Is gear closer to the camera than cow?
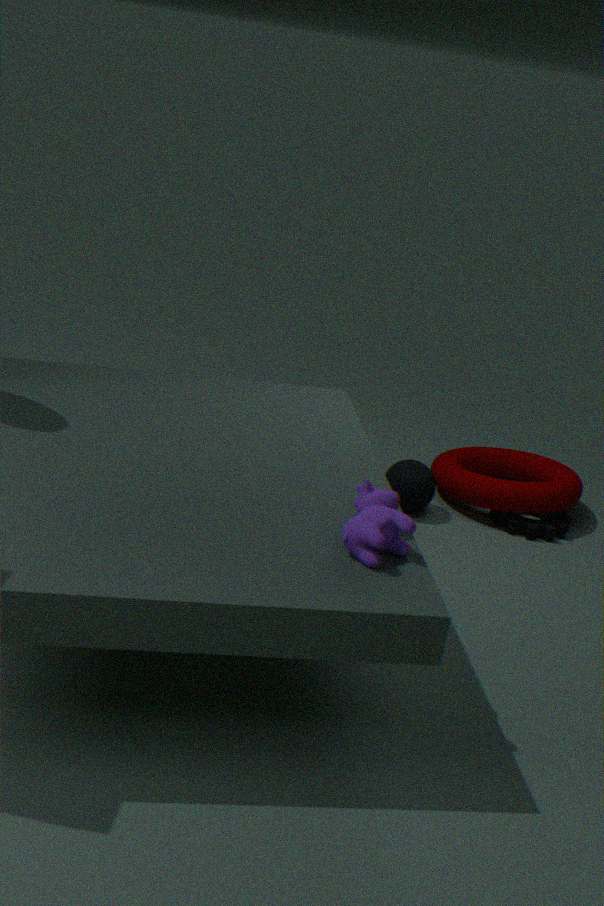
No
